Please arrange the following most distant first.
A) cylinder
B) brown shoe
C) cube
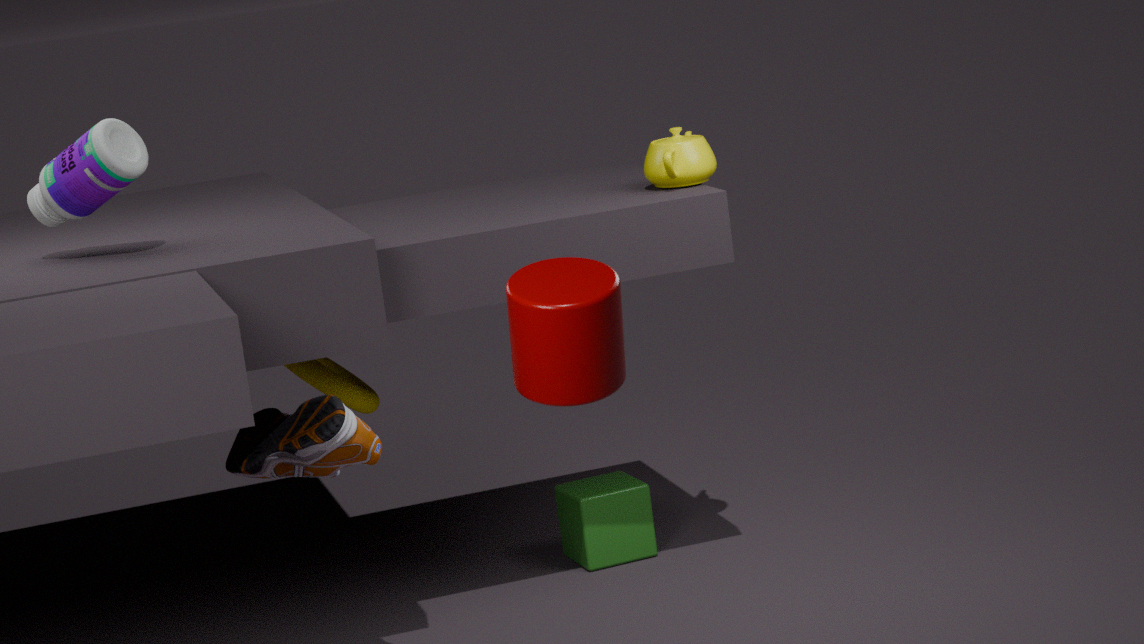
1. cube
2. brown shoe
3. cylinder
